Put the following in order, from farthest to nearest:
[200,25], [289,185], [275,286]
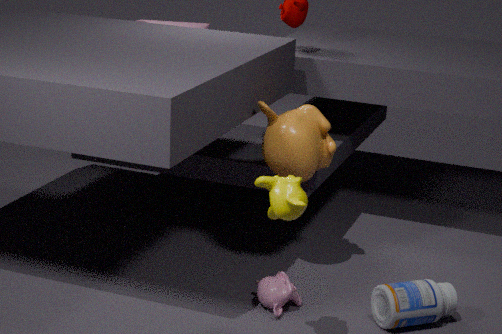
[200,25]
[275,286]
[289,185]
